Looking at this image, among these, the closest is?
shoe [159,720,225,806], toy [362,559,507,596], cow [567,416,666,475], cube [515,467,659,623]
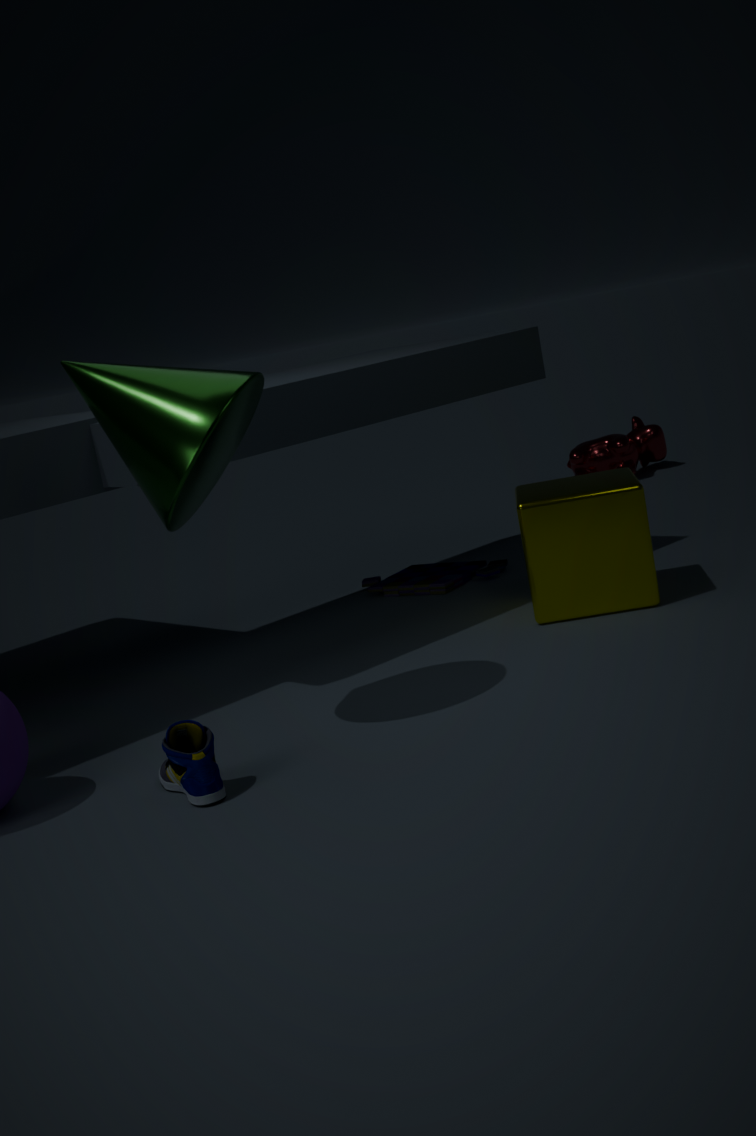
shoe [159,720,225,806]
